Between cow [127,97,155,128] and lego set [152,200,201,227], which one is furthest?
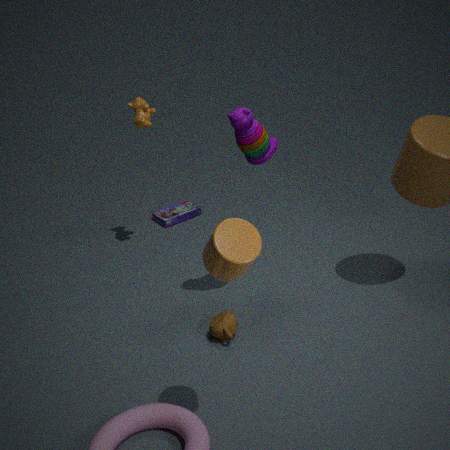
lego set [152,200,201,227]
